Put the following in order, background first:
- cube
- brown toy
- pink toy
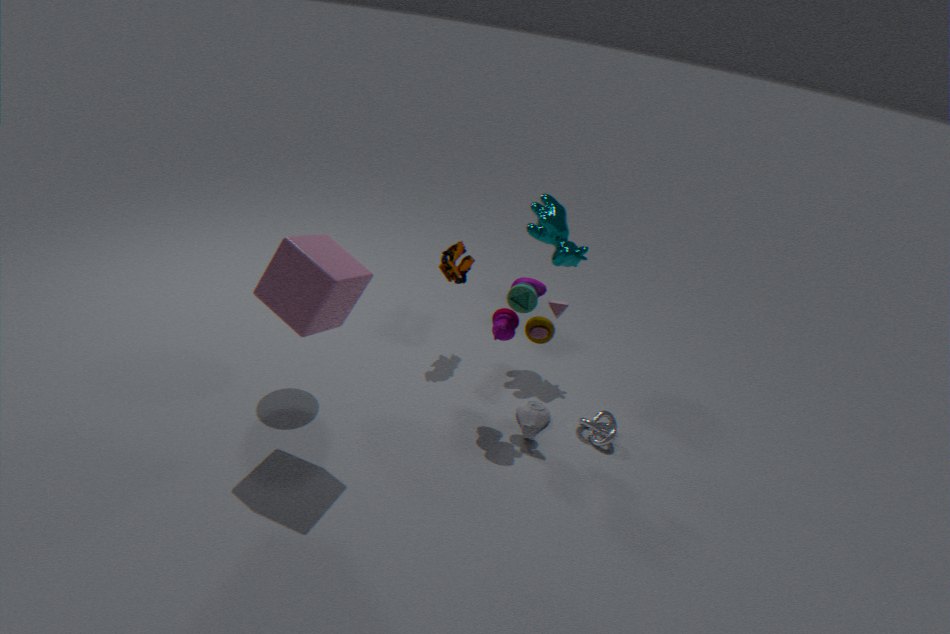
brown toy < pink toy < cube
